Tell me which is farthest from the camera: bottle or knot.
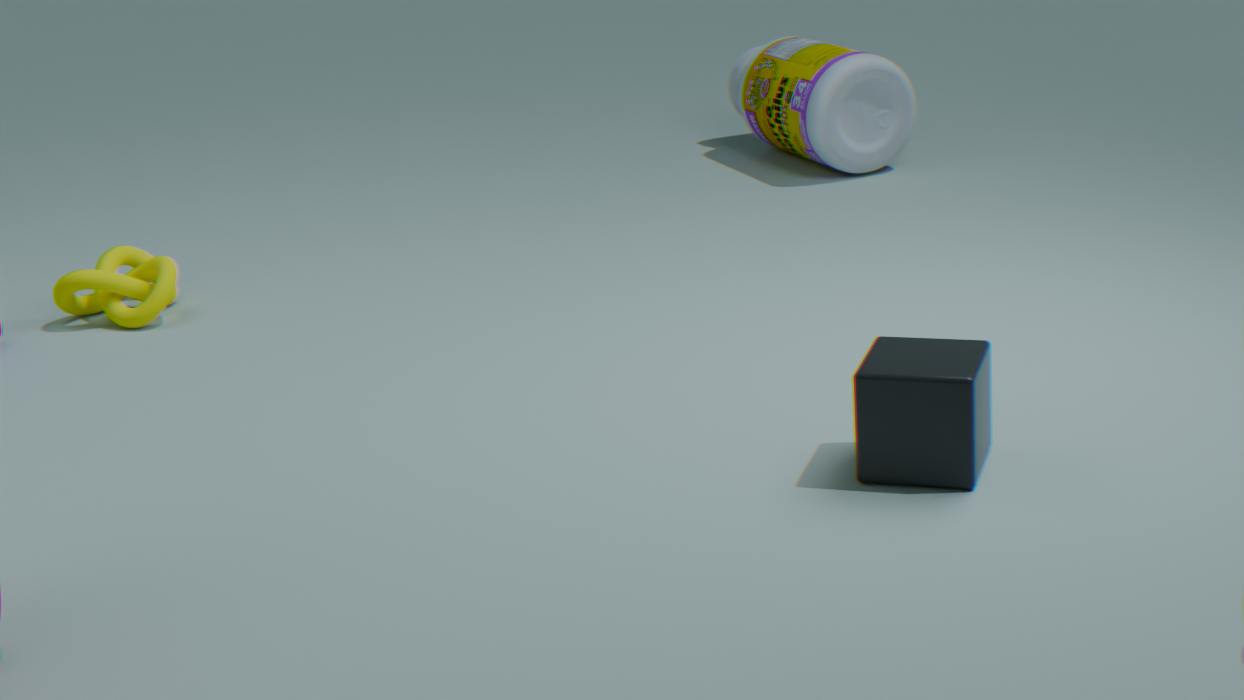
bottle
